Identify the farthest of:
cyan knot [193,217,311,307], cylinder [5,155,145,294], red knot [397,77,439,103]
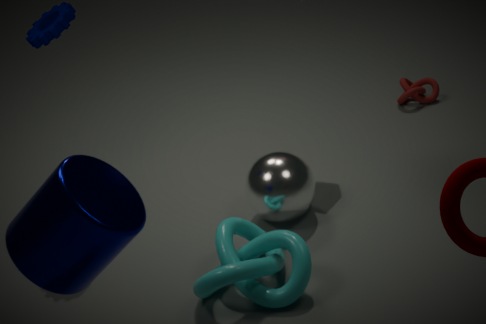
red knot [397,77,439,103]
